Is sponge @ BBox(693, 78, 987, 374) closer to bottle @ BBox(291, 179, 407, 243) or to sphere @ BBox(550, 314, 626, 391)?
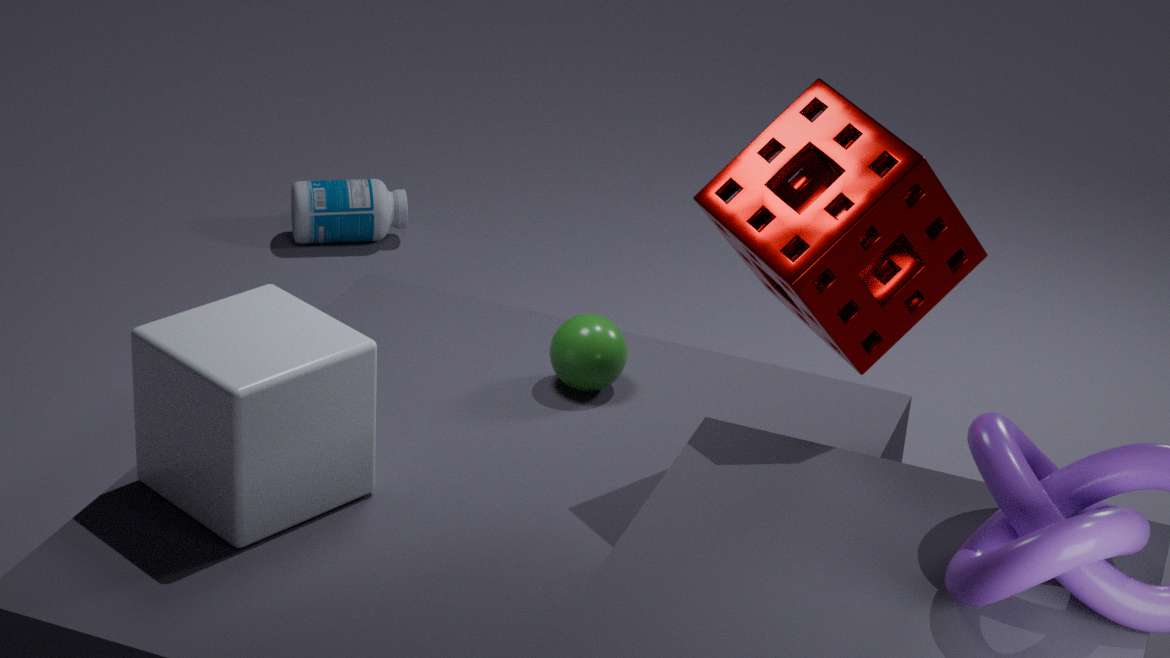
sphere @ BBox(550, 314, 626, 391)
